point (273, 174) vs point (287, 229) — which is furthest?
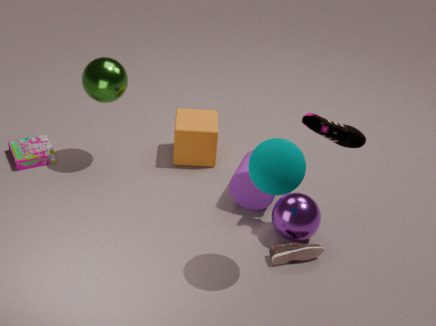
point (287, 229)
